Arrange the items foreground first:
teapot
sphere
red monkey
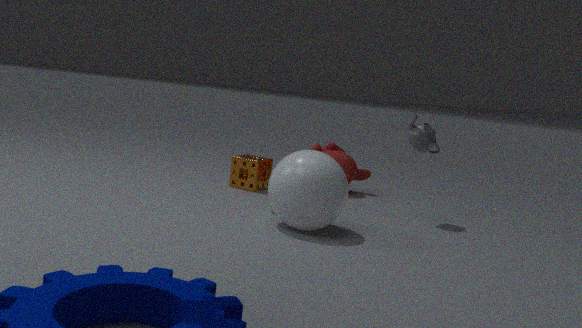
sphere → teapot → red monkey
